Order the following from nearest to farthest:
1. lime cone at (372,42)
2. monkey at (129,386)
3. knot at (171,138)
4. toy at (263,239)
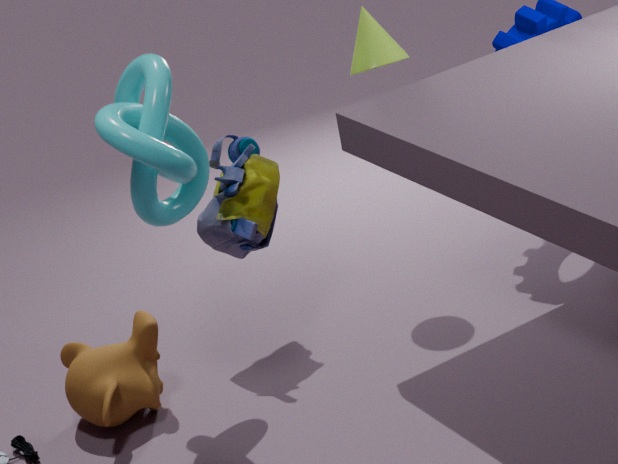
knot at (171,138), monkey at (129,386), toy at (263,239), lime cone at (372,42)
